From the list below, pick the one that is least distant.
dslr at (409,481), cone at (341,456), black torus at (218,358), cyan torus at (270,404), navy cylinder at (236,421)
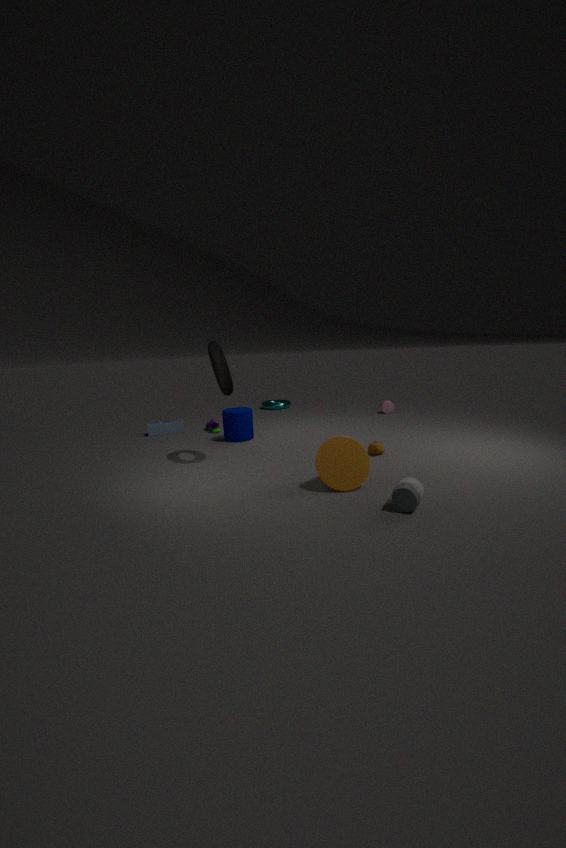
dslr at (409,481)
